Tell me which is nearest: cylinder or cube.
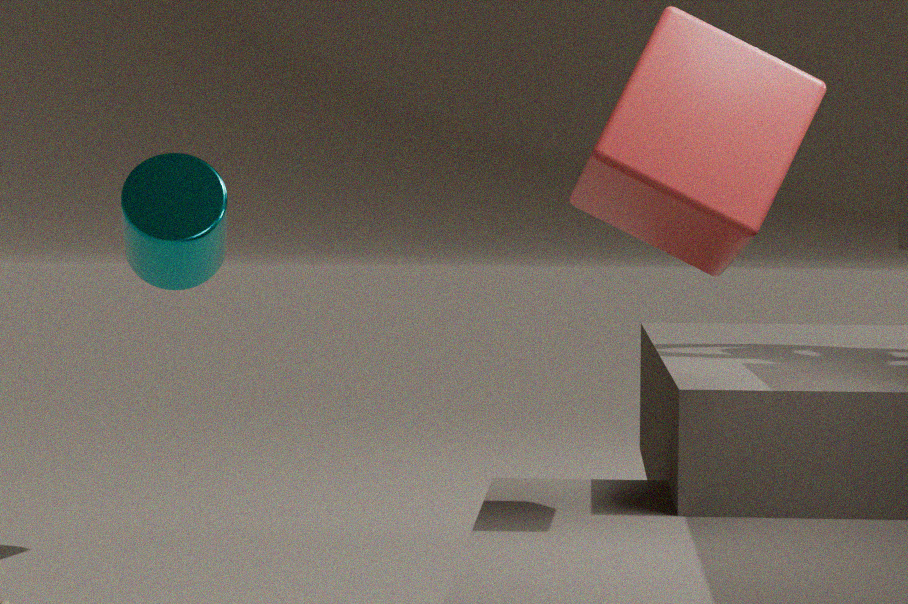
cube
